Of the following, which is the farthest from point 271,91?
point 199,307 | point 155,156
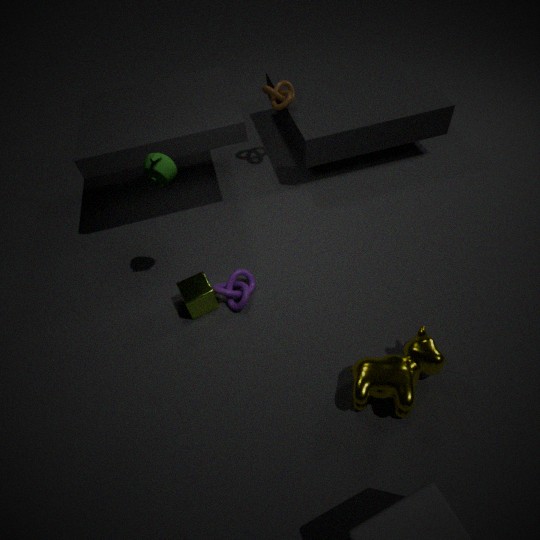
point 199,307
